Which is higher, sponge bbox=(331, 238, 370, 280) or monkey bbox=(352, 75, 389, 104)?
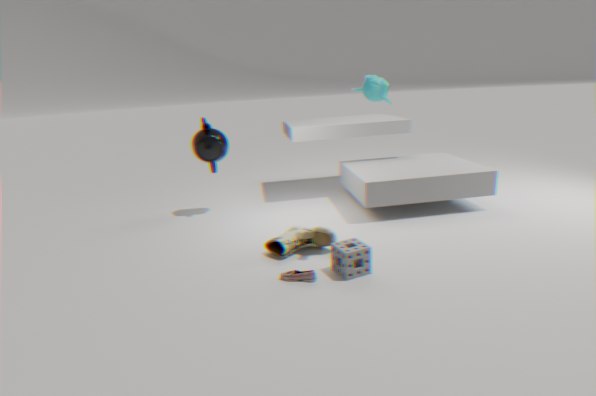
monkey bbox=(352, 75, 389, 104)
